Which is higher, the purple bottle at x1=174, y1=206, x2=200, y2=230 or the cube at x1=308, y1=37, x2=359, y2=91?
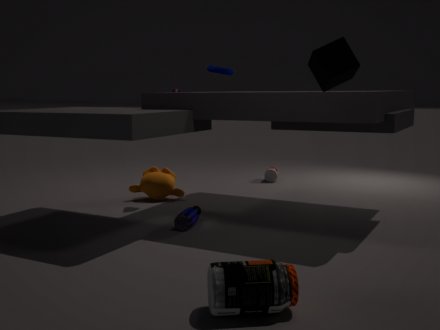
the cube at x1=308, y1=37, x2=359, y2=91
